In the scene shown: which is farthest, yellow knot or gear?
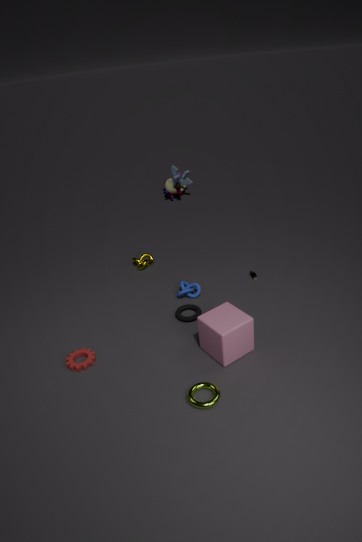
yellow knot
